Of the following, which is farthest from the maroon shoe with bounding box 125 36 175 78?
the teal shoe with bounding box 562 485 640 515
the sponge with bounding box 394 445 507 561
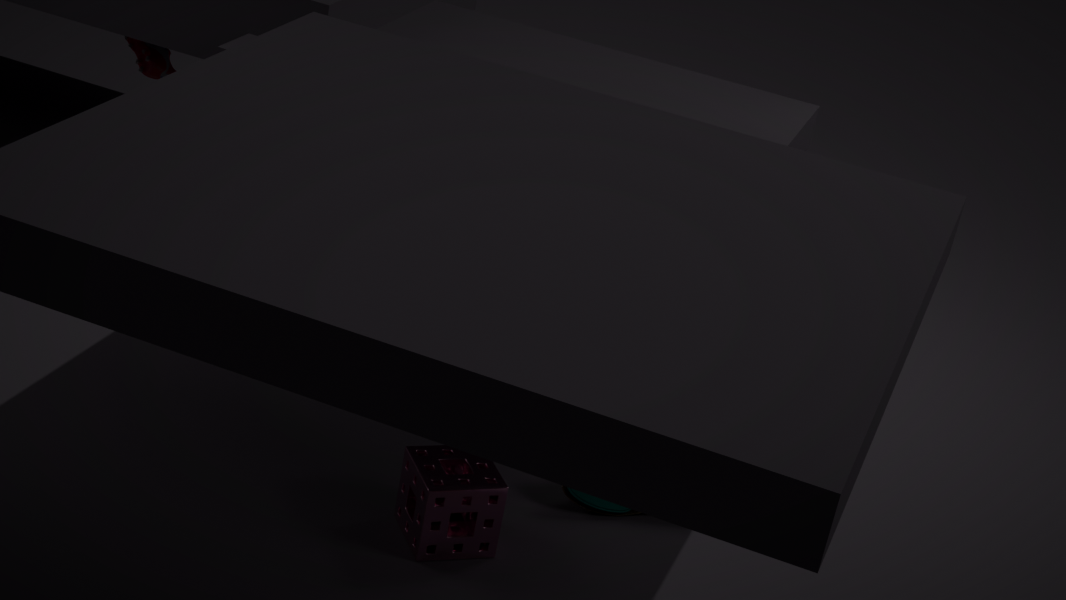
the teal shoe with bounding box 562 485 640 515
